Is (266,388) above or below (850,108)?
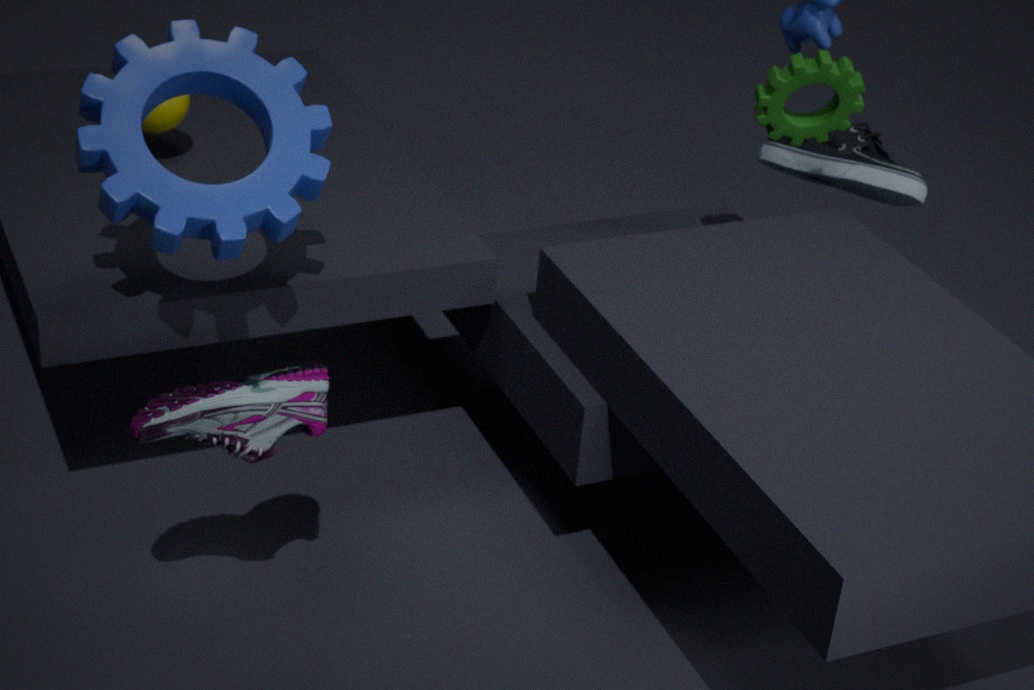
below
